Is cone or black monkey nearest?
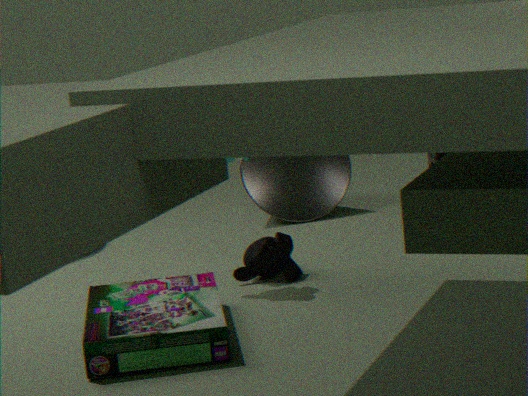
black monkey
